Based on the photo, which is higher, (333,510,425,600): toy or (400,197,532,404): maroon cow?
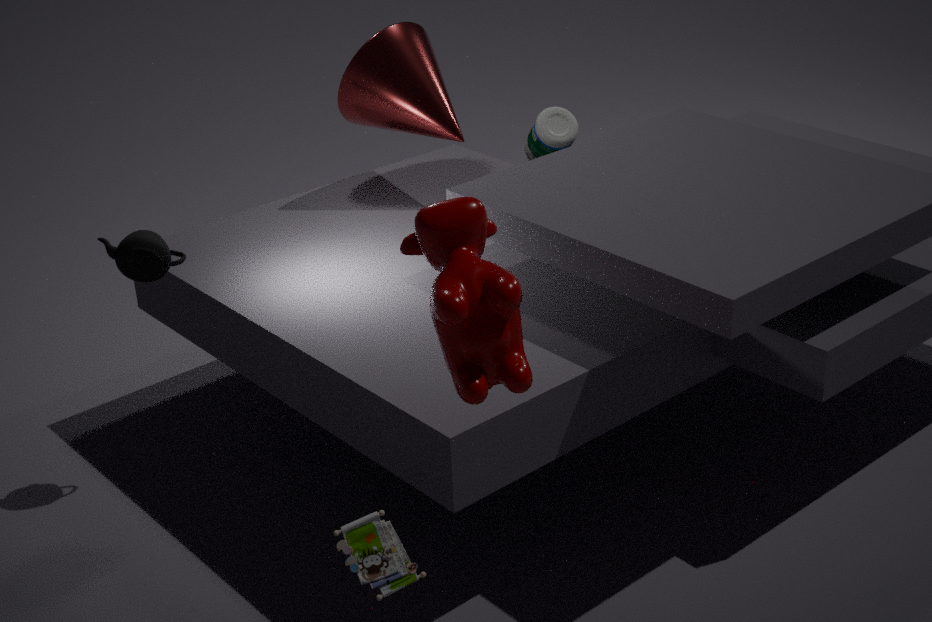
(400,197,532,404): maroon cow
